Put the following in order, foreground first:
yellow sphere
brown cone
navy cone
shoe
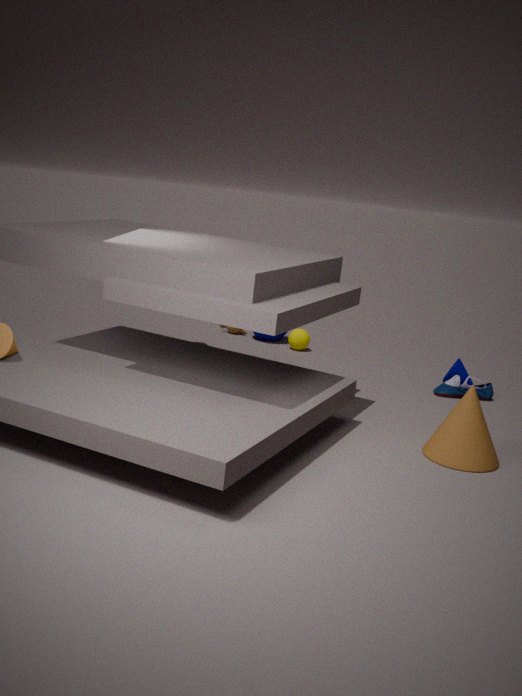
brown cone, shoe, navy cone, yellow sphere
